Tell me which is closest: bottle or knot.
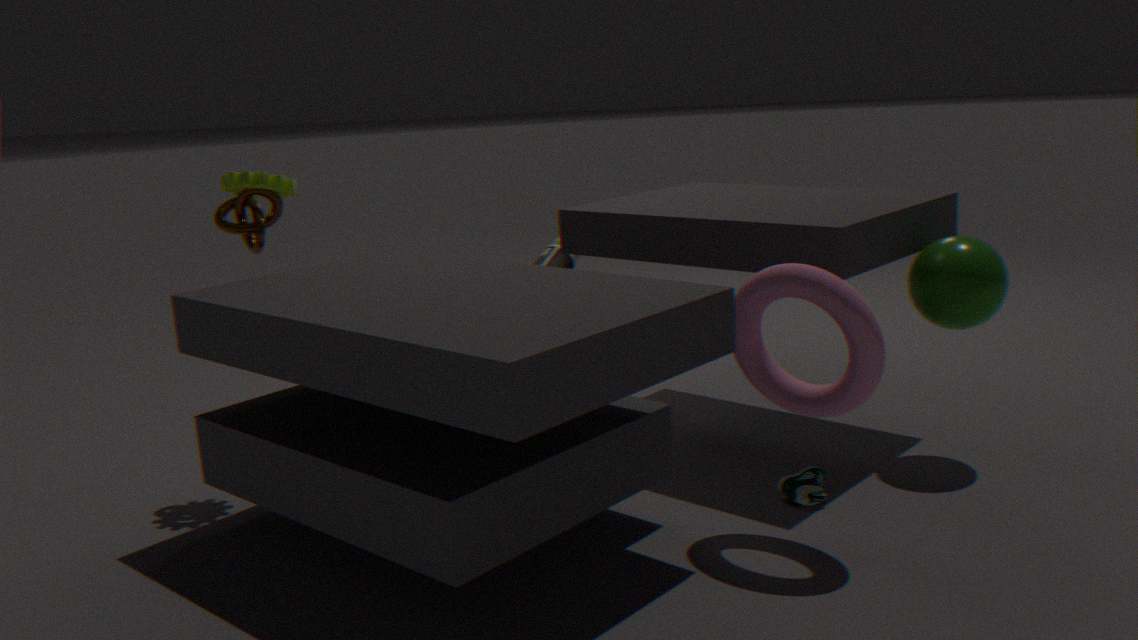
knot
